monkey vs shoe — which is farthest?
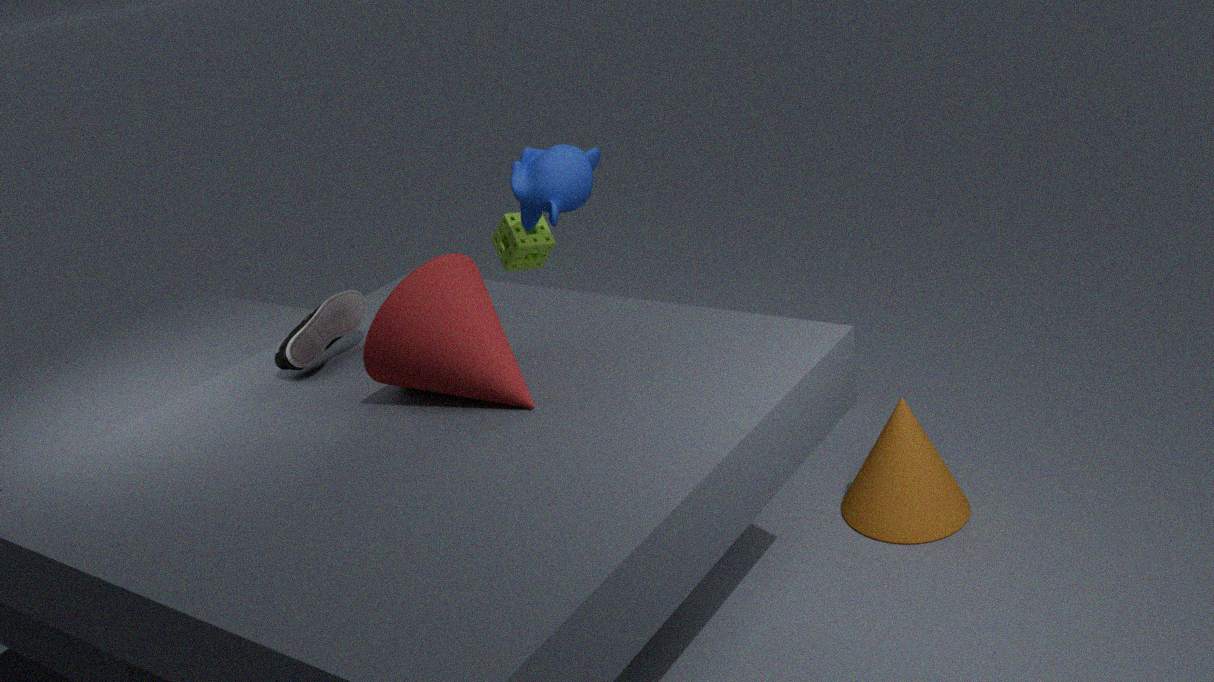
monkey
